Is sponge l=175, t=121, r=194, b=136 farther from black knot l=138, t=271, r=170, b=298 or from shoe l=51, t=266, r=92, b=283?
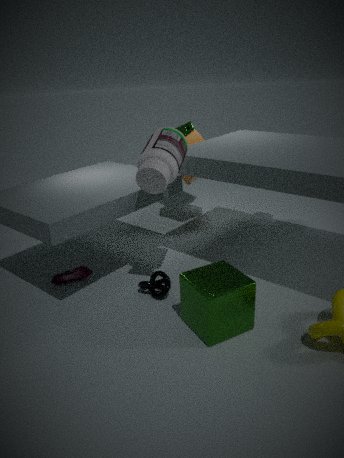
shoe l=51, t=266, r=92, b=283
